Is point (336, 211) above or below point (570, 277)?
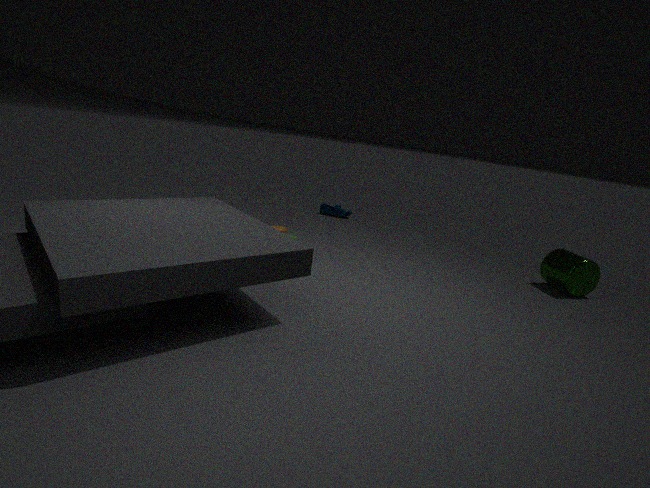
below
